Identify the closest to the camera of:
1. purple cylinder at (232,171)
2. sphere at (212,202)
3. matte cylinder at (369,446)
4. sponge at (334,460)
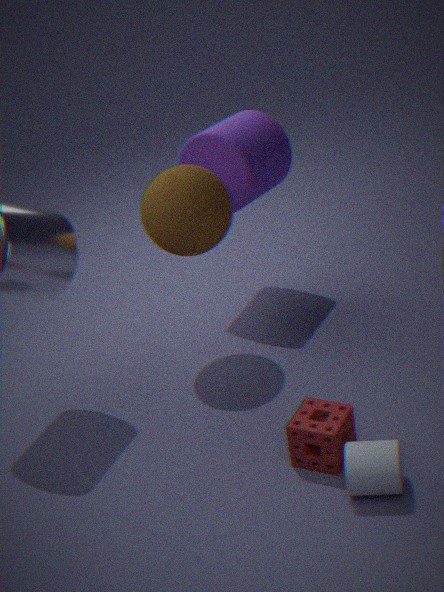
matte cylinder at (369,446)
